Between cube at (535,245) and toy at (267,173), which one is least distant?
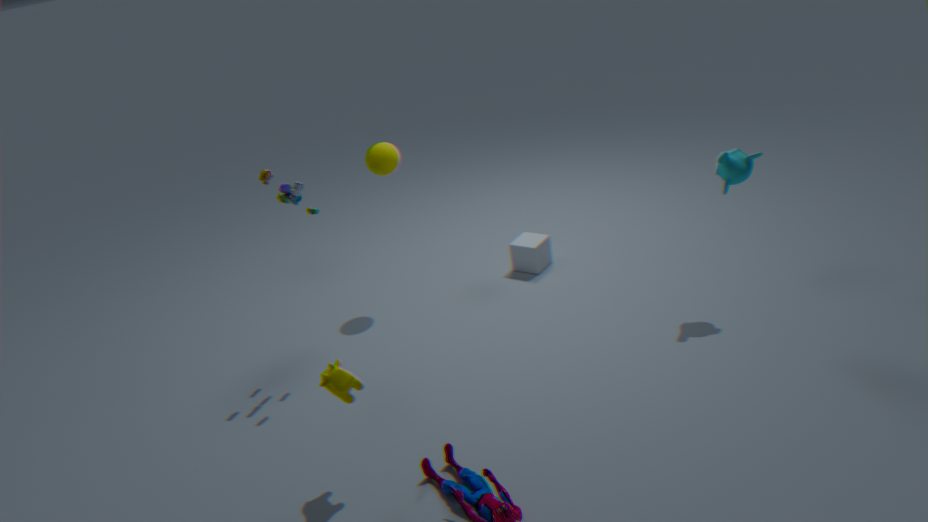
toy at (267,173)
